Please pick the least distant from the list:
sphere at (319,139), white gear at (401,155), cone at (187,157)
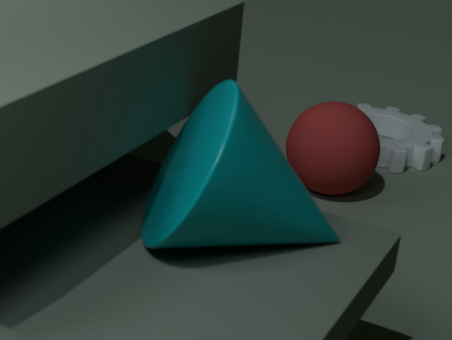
cone at (187,157)
